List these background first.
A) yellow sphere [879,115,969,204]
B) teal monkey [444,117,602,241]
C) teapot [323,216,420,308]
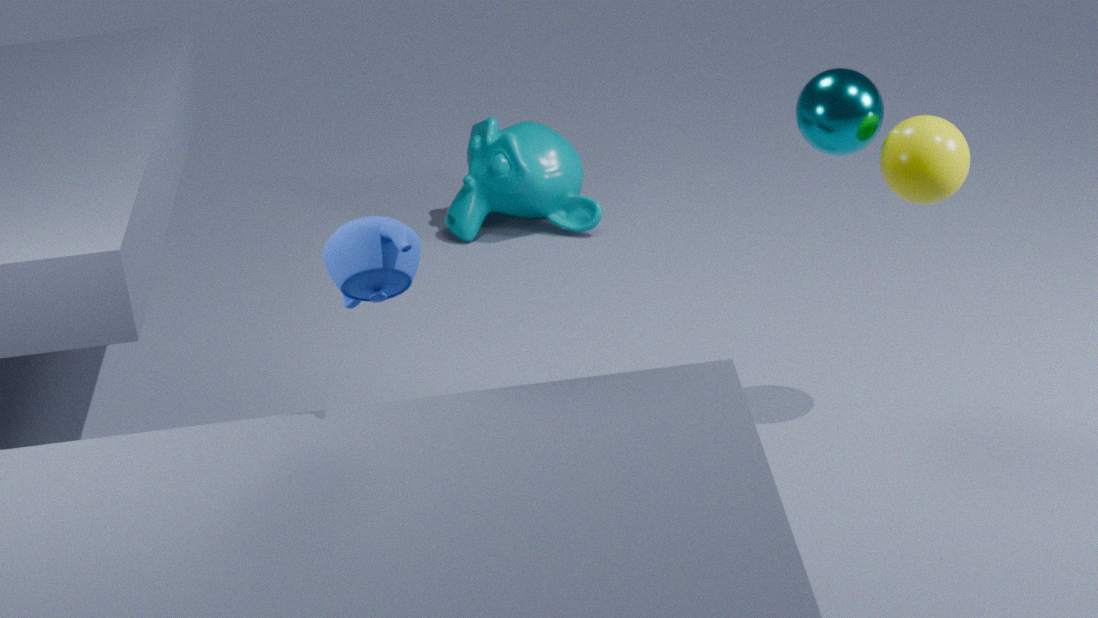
teal monkey [444,117,602,241] < yellow sphere [879,115,969,204] < teapot [323,216,420,308]
